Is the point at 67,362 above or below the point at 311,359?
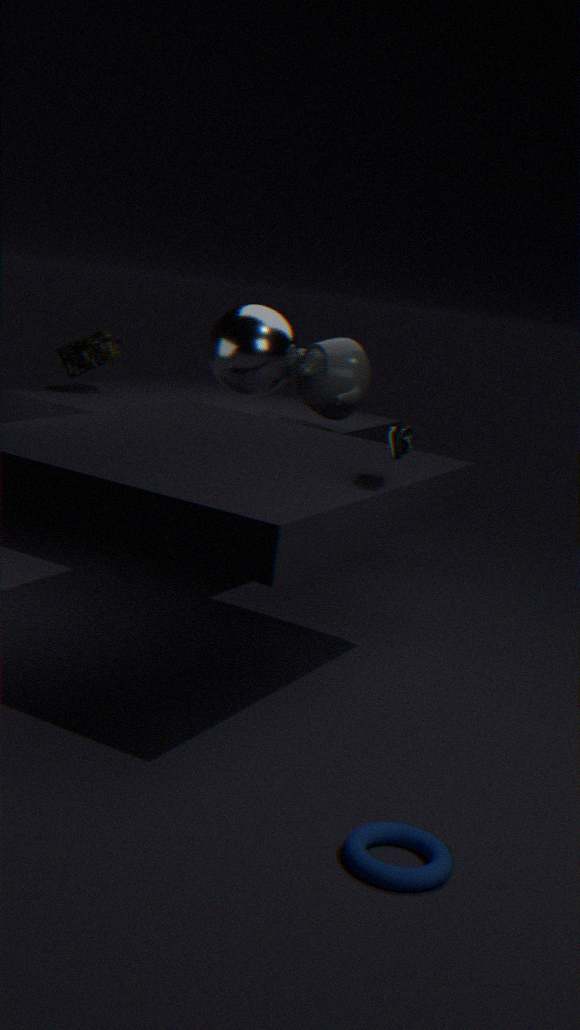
below
